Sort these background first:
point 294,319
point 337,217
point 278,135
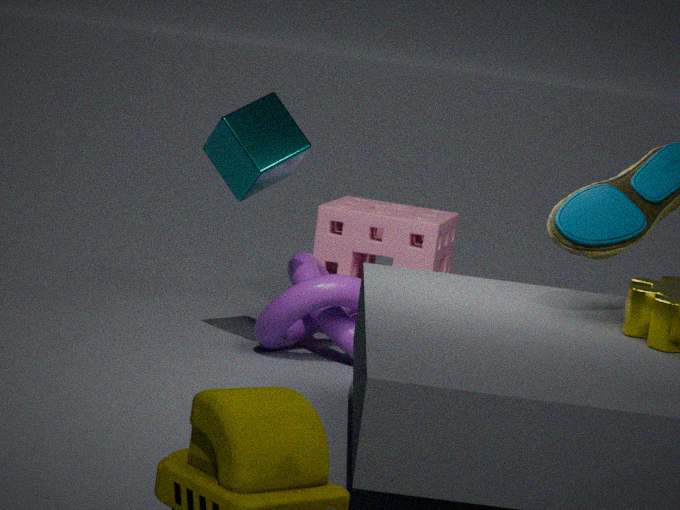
1. point 337,217
2. point 294,319
3. point 278,135
